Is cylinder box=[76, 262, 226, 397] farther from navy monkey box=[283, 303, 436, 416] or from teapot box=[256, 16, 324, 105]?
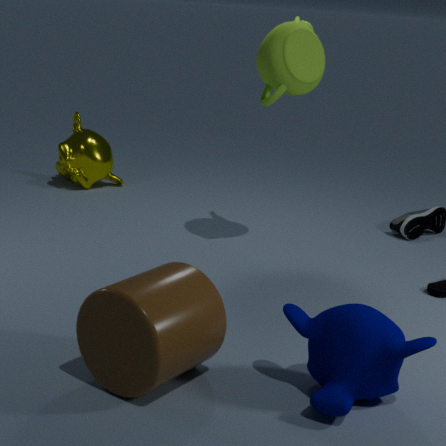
teapot box=[256, 16, 324, 105]
